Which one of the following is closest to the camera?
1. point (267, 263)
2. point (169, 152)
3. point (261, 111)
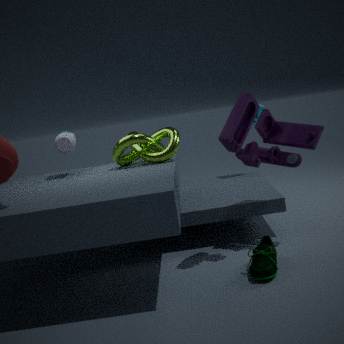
point (267, 263)
